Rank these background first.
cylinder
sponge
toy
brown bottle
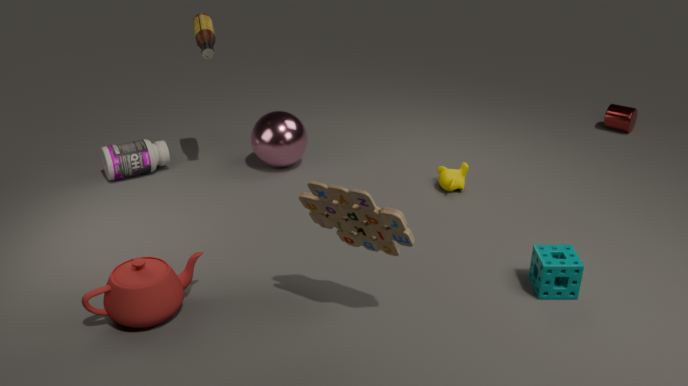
cylinder, brown bottle, sponge, toy
